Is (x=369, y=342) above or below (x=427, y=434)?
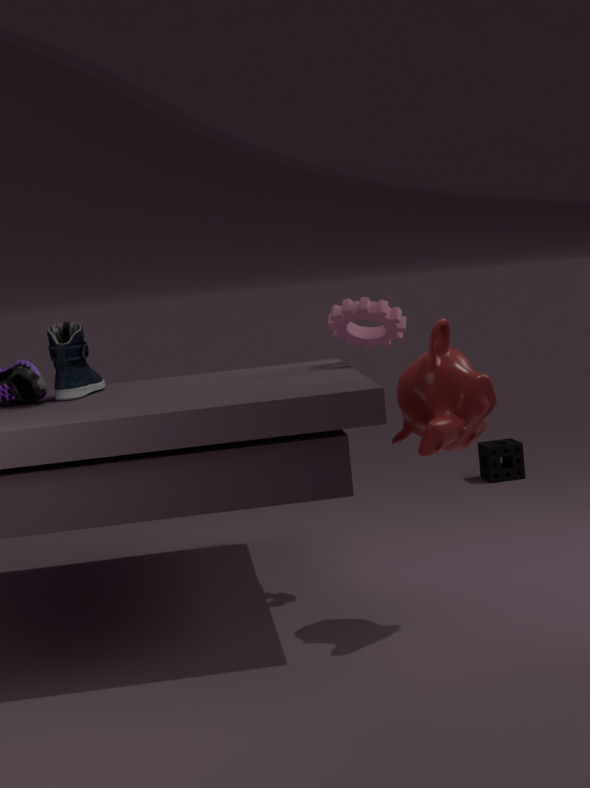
above
